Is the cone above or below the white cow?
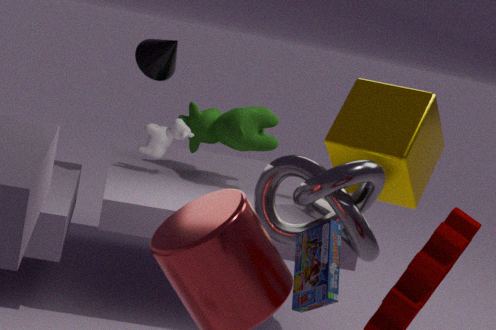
above
